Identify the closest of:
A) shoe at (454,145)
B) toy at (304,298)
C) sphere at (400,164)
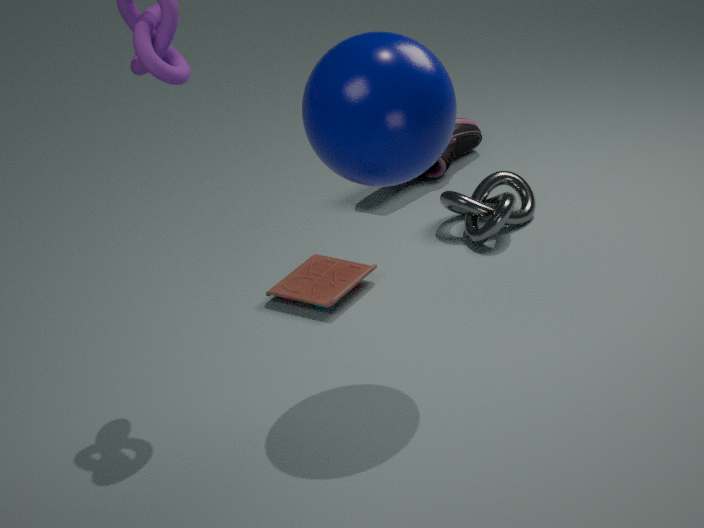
sphere at (400,164)
